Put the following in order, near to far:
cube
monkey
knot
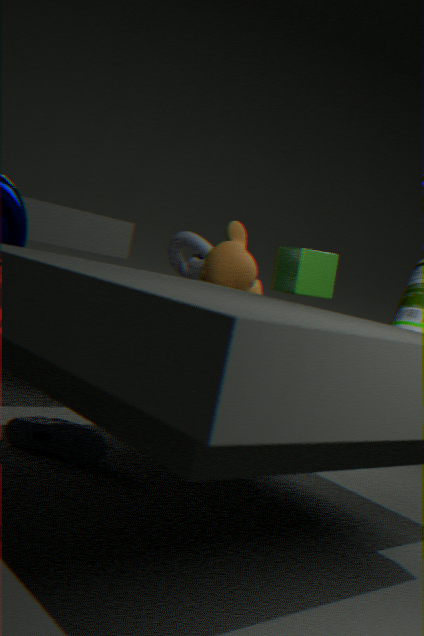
1. cube
2. monkey
3. knot
